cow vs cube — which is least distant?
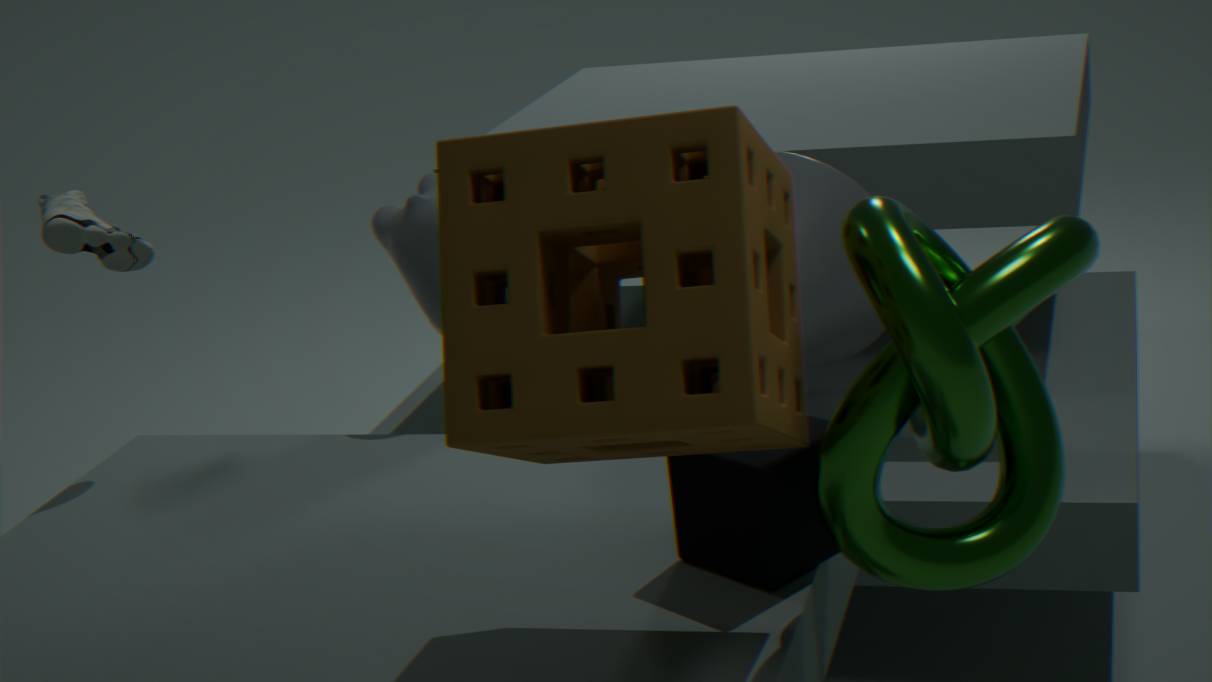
cube
